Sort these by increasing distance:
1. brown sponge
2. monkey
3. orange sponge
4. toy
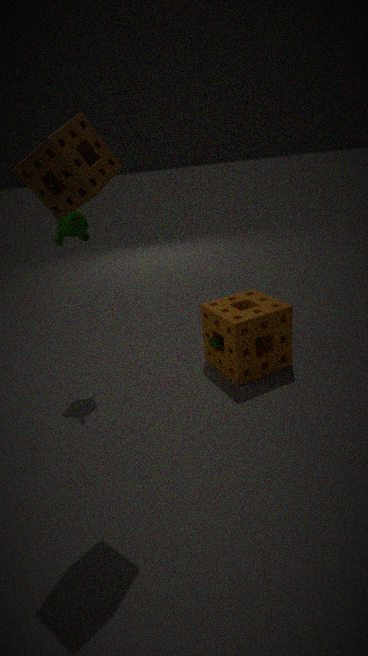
brown sponge, monkey, orange sponge, toy
